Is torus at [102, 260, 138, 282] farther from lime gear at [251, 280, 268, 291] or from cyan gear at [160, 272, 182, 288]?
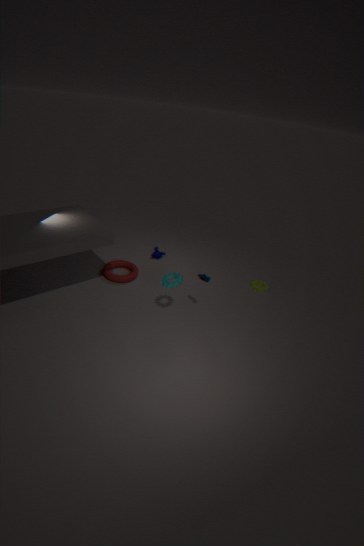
lime gear at [251, 280, 268, 291]
